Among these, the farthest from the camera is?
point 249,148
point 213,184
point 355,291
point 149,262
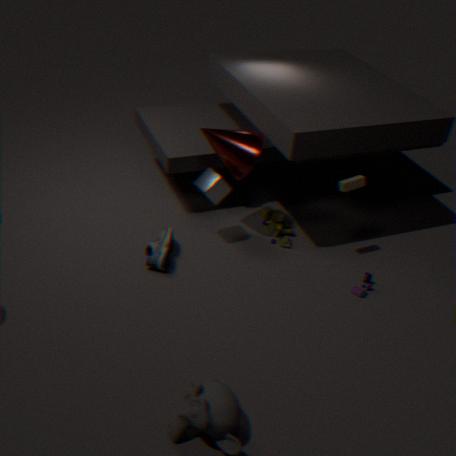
point 249,148
